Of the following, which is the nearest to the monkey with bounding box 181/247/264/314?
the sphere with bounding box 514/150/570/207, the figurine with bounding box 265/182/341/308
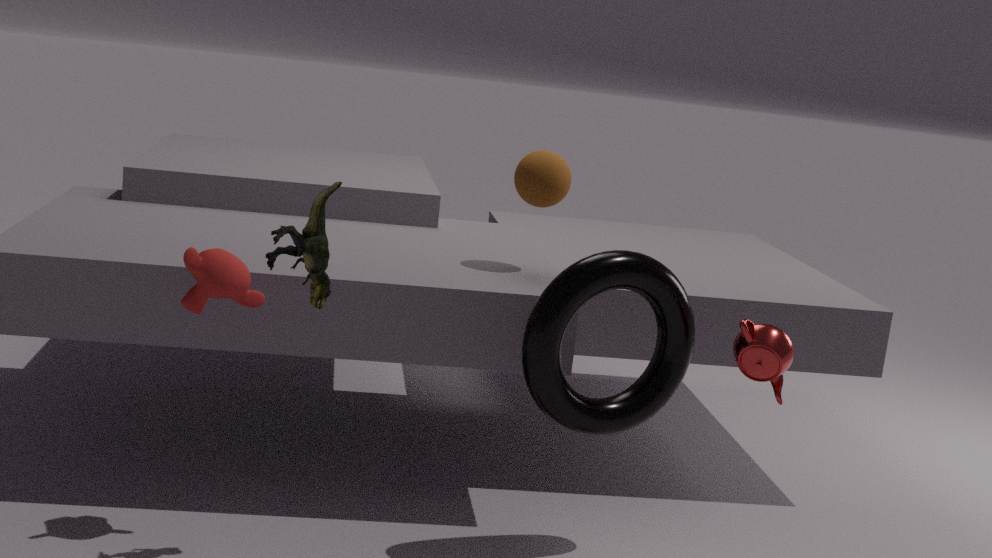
the figurine with bounding box 265/182/341/308
